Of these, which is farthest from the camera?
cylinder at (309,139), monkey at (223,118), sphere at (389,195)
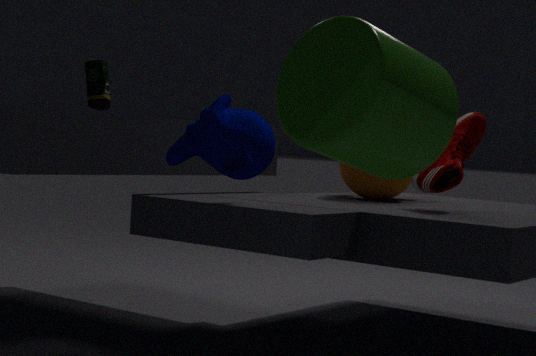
sphere at (389,195)
